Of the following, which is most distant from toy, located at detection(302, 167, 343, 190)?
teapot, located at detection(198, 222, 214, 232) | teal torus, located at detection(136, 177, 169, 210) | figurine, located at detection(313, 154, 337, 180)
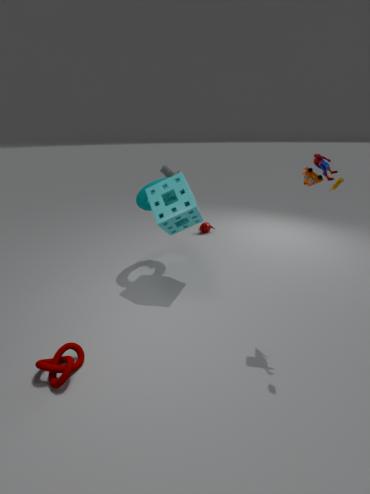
teapot, located at detection(198, 222, 214, 232)
